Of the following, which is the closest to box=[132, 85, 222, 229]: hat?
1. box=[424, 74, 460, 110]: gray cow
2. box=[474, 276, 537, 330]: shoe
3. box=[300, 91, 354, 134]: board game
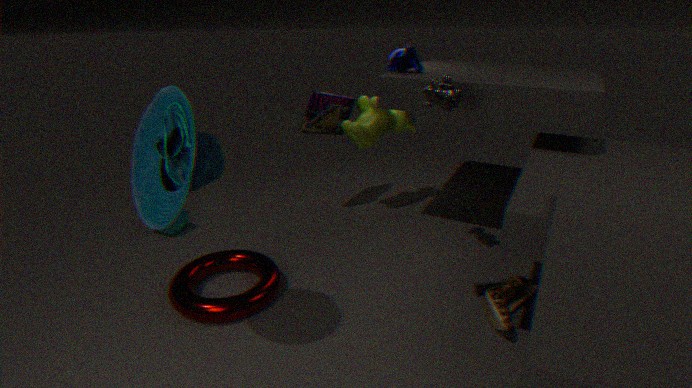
box=[424, 74, 460, 110]: gray cow
